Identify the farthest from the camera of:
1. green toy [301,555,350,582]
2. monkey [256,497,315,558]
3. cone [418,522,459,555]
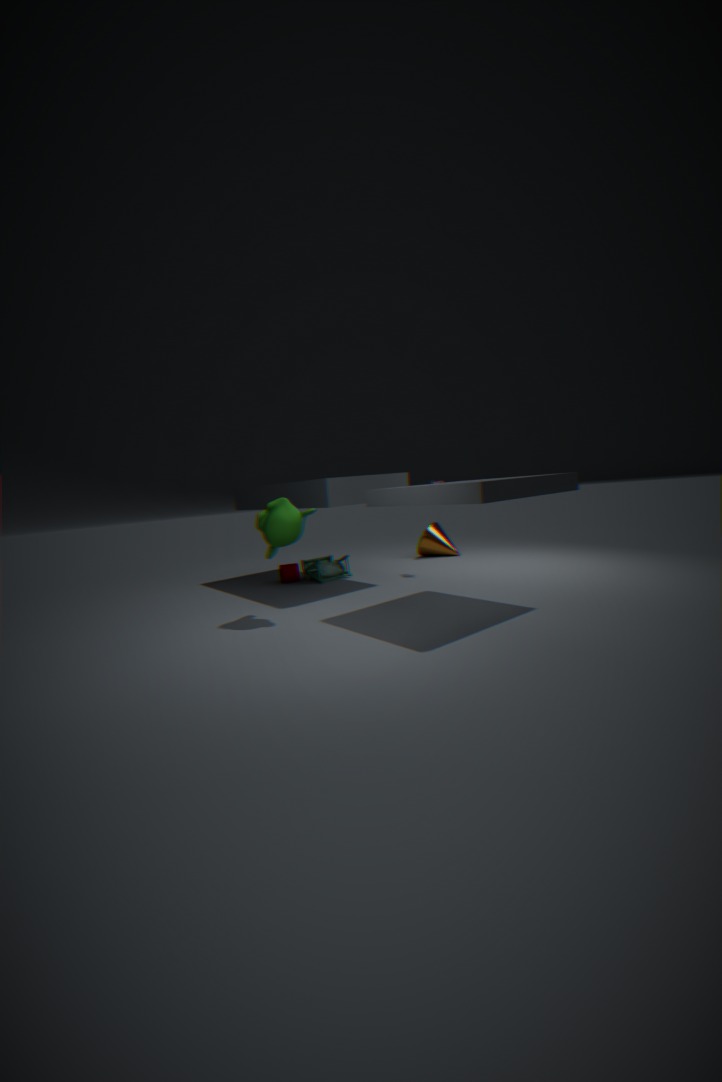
cone [418,522,459,555]
